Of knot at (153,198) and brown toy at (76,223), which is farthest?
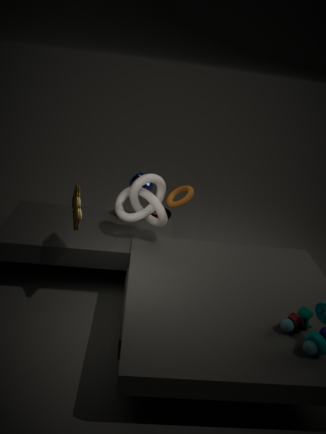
knot at (153,198)
